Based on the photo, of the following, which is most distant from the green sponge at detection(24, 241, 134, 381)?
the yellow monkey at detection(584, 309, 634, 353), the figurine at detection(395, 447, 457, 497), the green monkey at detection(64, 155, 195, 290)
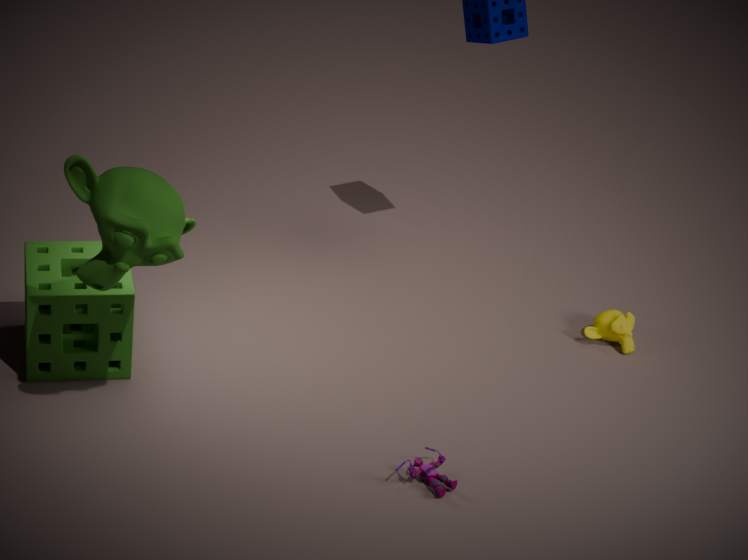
the yellow monkey at detection(584, 309, 634, 353)
